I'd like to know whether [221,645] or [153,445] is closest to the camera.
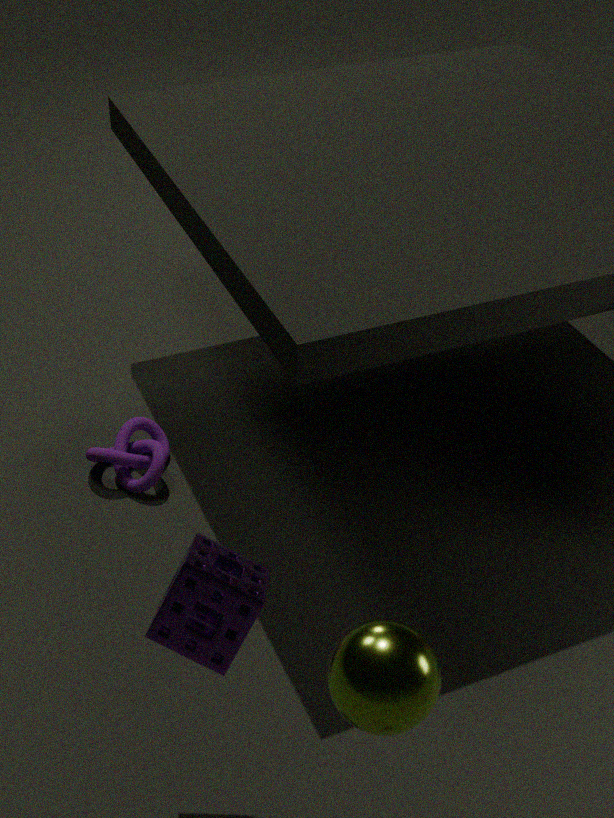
[221,645]
